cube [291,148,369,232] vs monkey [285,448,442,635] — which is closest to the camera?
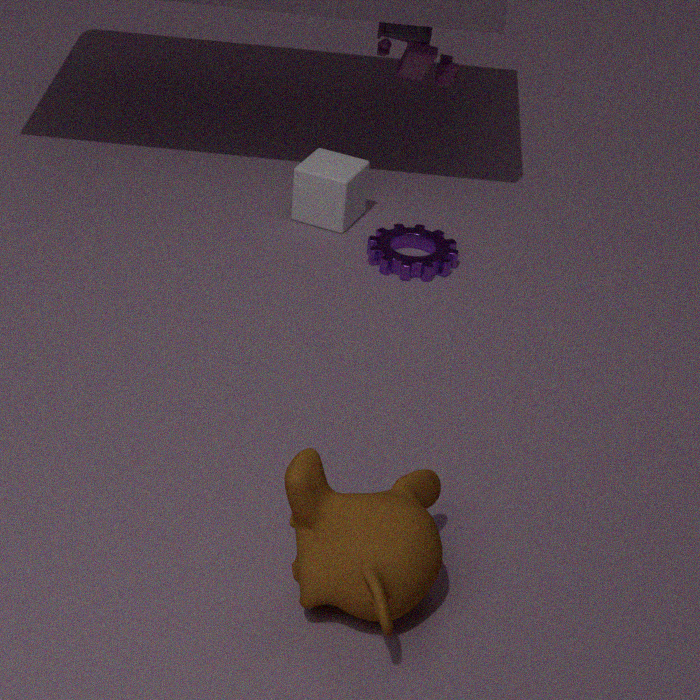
monkey [285,448,442,635]
